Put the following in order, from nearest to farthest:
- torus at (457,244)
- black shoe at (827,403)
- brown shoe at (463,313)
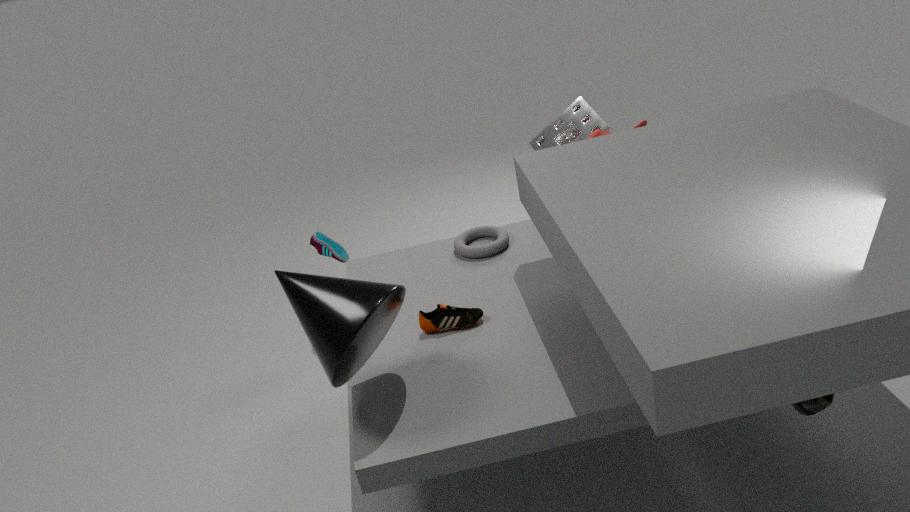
black shoe at (827,403)
brown shoe at (463,313)
torus at (457,244)
